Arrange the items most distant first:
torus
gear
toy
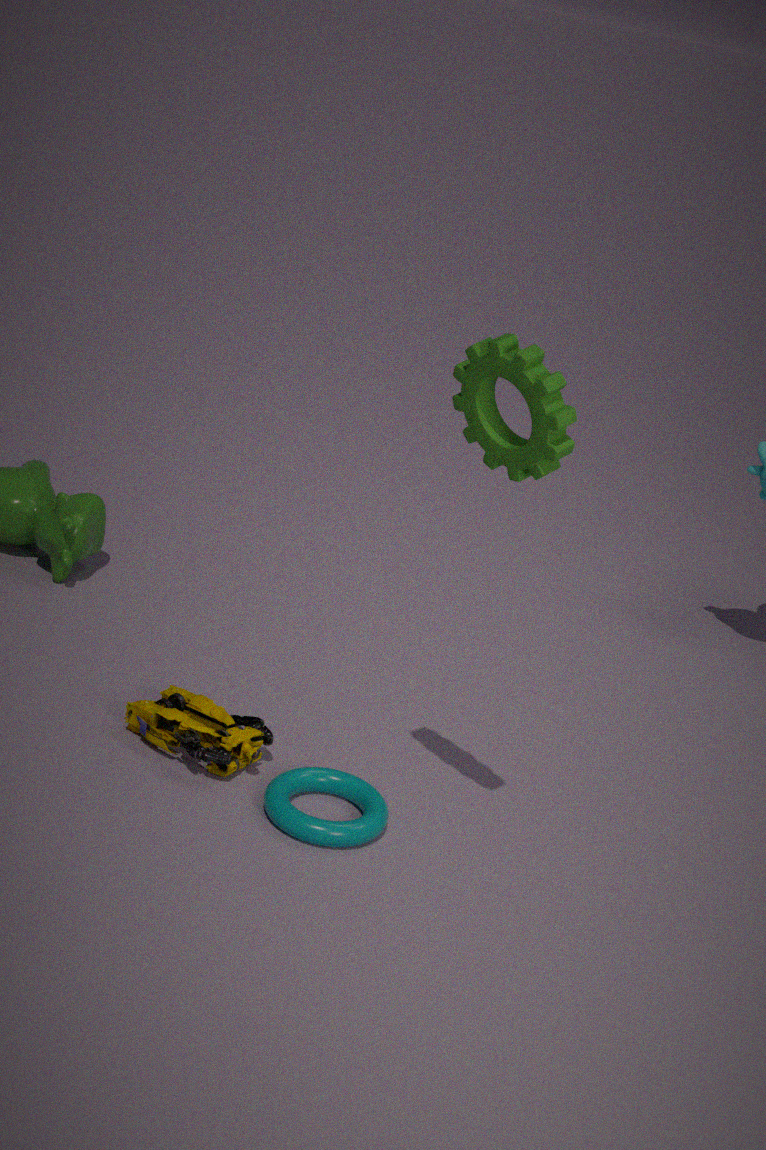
1. toy
2. torus
3. gear
